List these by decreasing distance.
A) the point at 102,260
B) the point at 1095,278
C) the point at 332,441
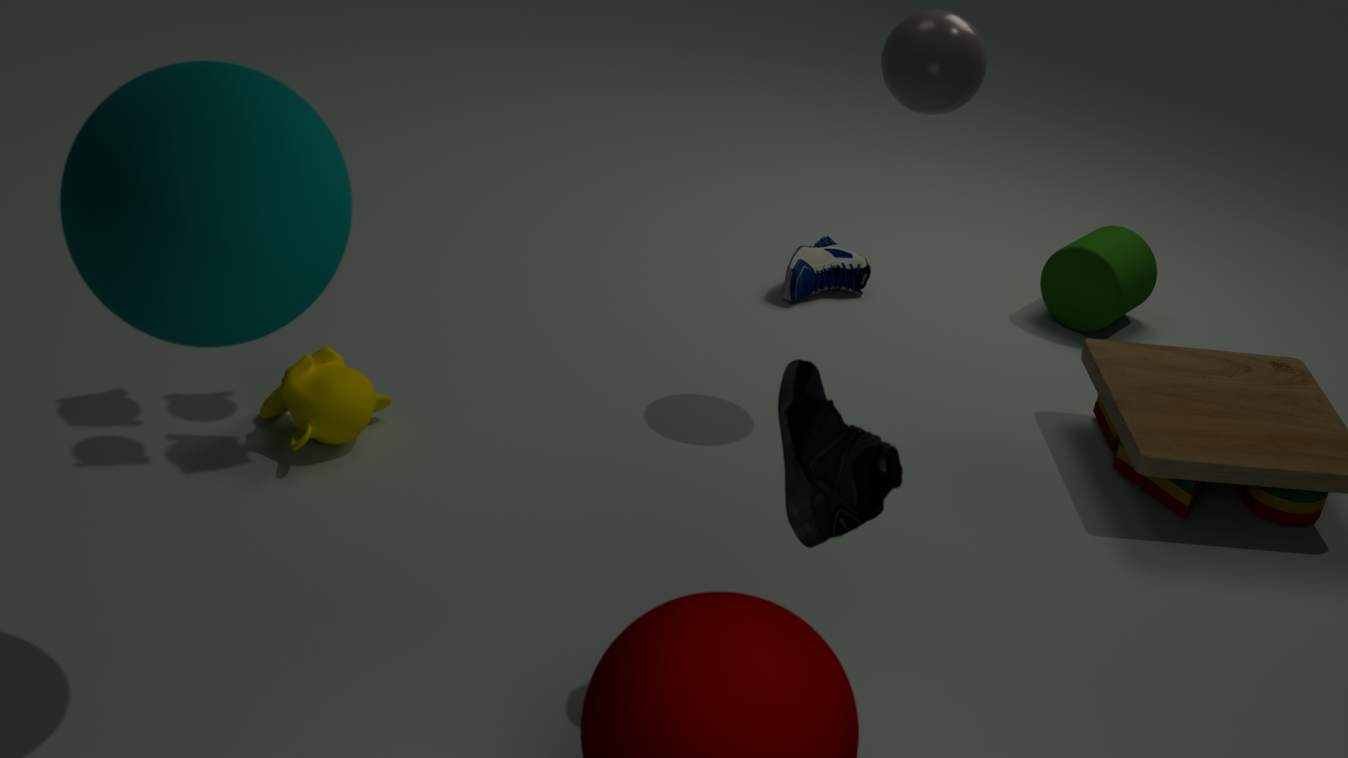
the point at 1095,278
the point at 332,441
the point at 102,260
